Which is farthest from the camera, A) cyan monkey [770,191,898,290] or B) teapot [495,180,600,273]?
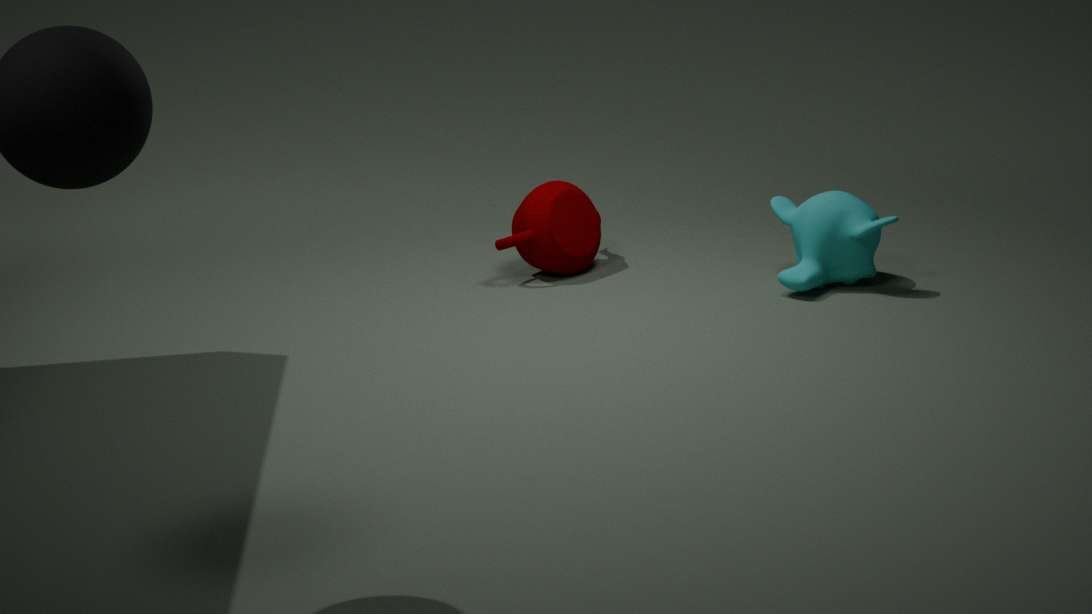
B. teapot [495,180,600,273]
